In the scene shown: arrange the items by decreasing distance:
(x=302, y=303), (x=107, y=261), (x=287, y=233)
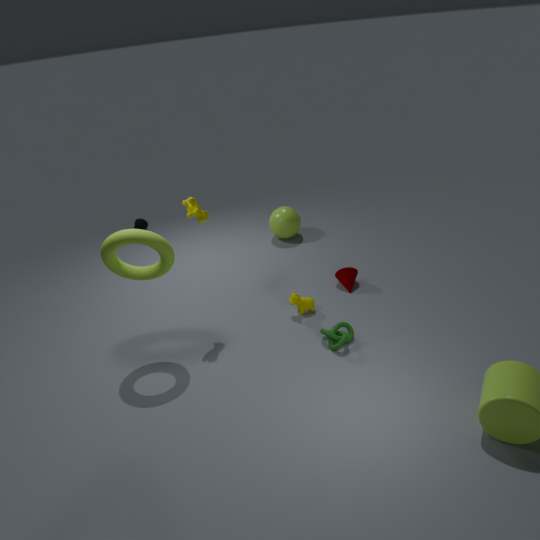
1. (x=287, y=233)
2. (x=302, y=303)
3. (x=107, y=261)
